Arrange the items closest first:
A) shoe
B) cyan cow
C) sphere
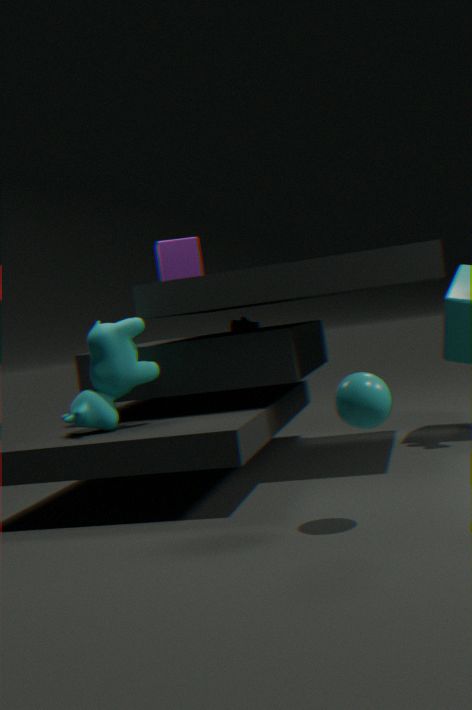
sphere, cyan cow, shoe
